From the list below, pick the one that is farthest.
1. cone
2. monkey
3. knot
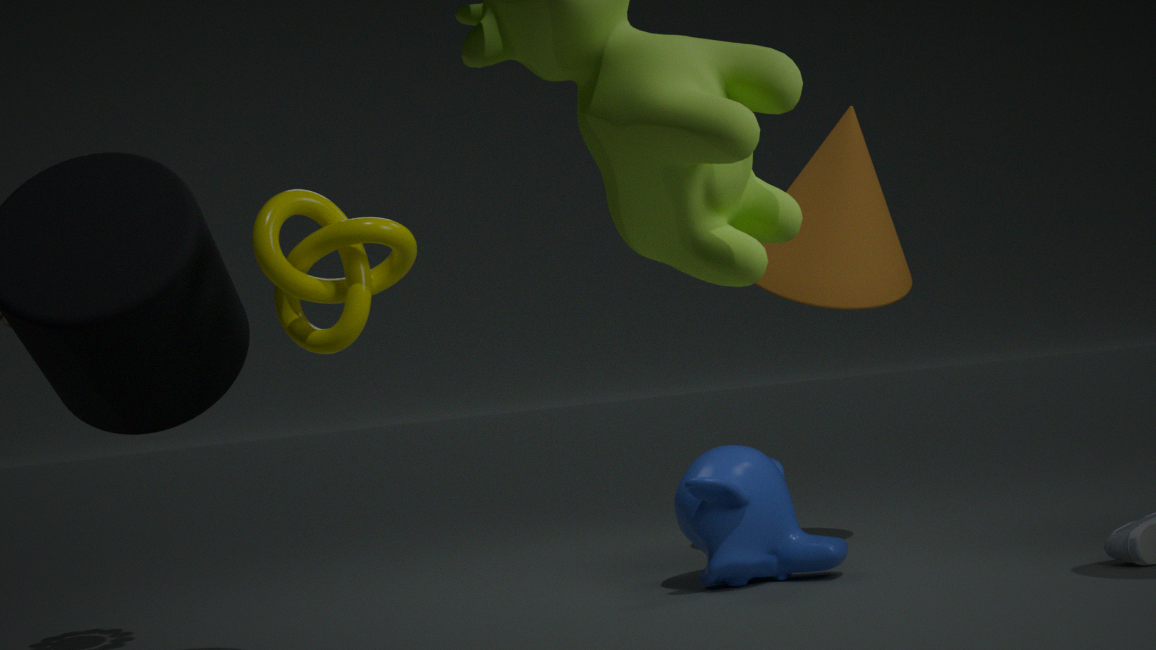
cone
